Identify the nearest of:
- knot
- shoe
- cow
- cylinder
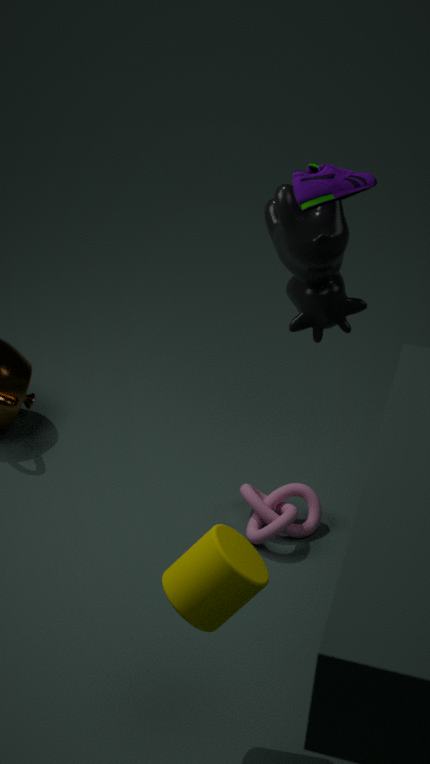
cylinder
